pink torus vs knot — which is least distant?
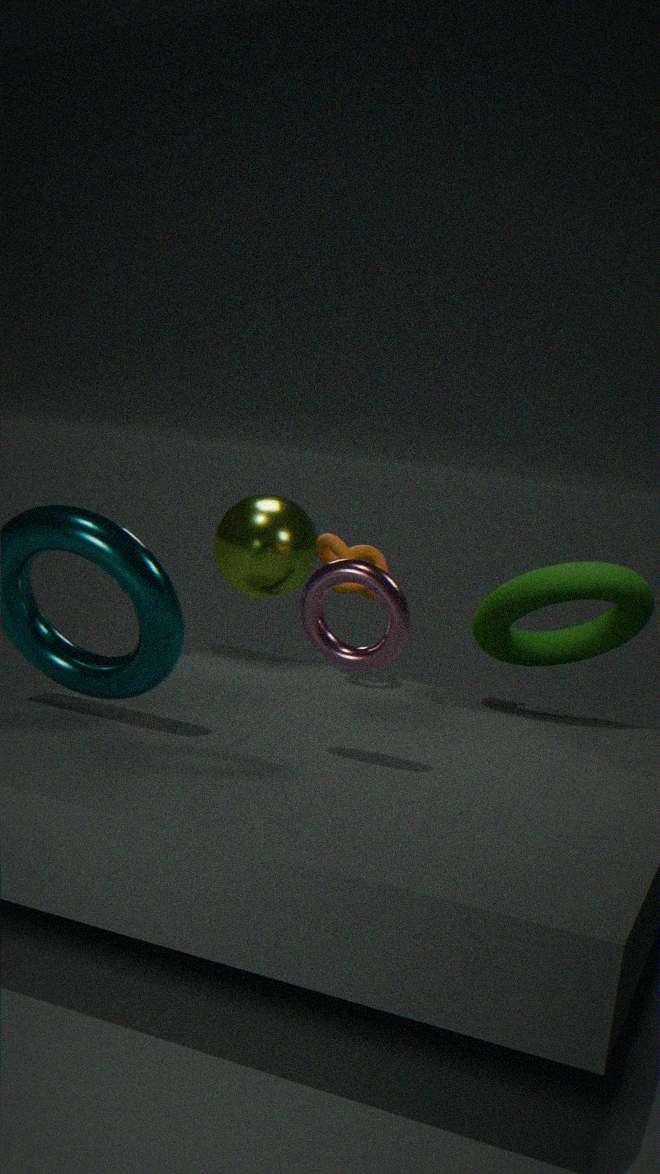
pink torus
